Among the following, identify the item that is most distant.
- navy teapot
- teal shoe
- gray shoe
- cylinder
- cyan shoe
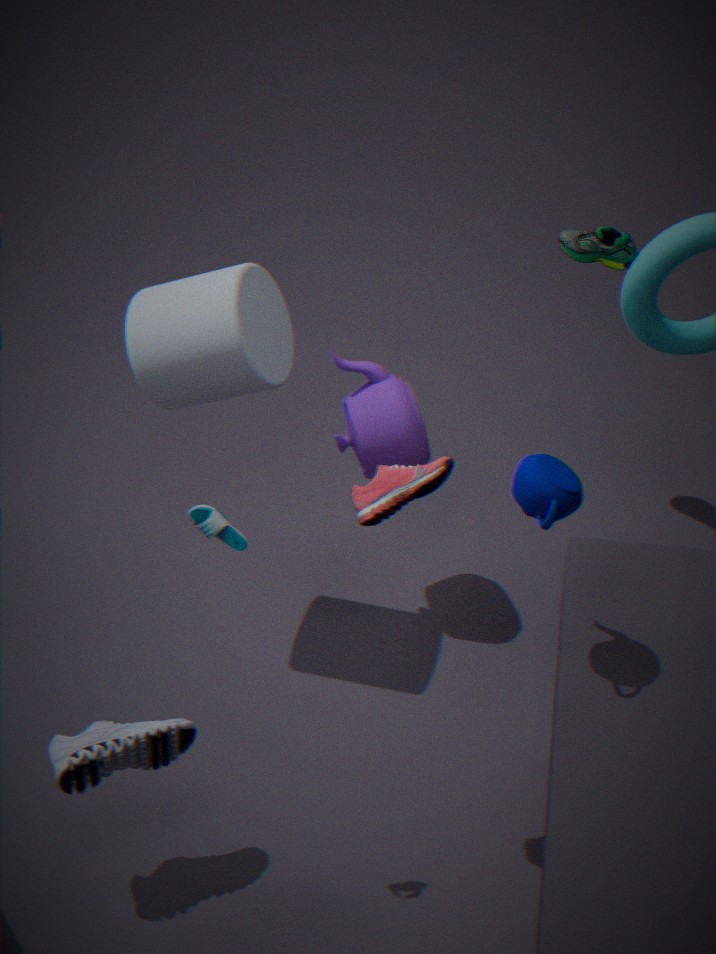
teal shoe
